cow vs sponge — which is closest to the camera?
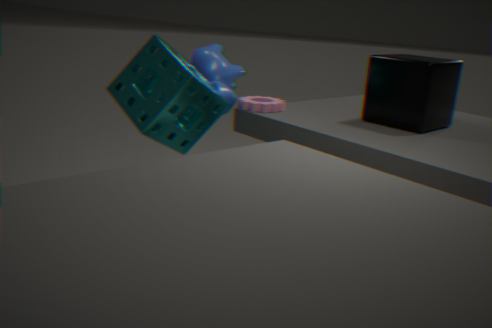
sponge
